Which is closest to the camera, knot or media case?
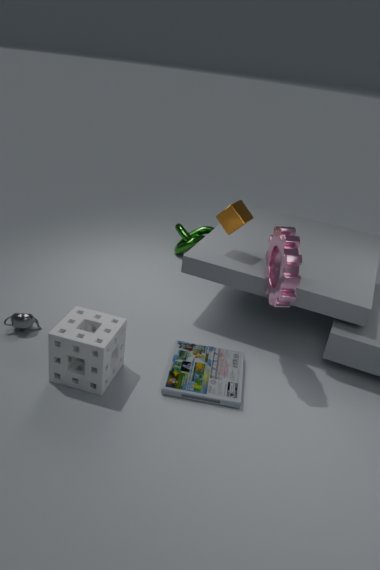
media case
